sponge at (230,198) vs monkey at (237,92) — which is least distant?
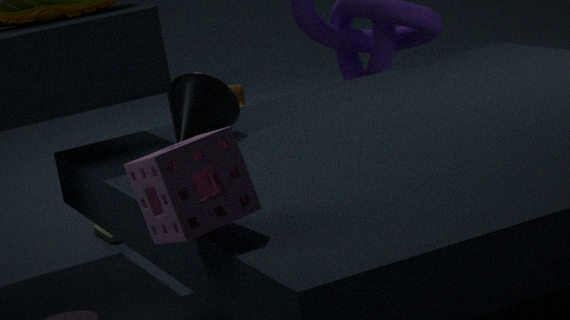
sponge at (230,198)
